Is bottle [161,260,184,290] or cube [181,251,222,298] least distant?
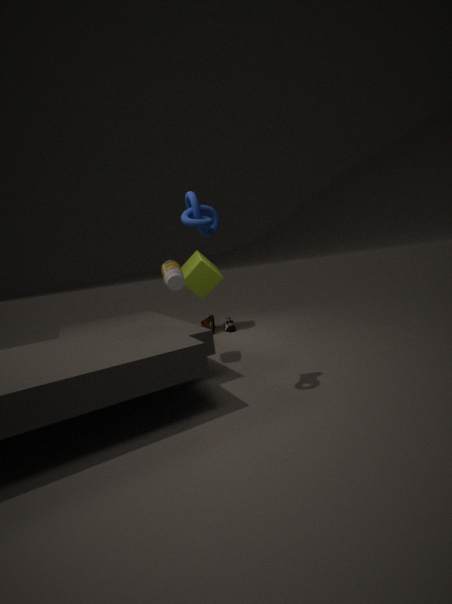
bottle [161,260,184,290]
